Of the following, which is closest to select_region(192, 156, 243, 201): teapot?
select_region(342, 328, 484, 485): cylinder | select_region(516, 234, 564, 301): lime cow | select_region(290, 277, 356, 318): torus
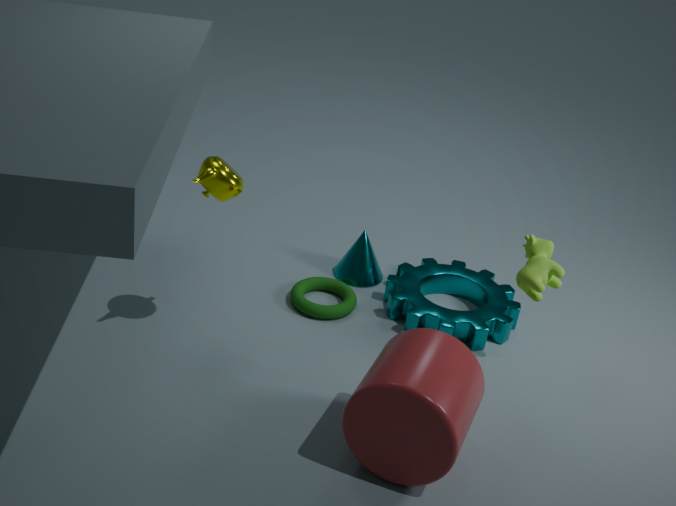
select_region(290, 277, 356, 318): torus
